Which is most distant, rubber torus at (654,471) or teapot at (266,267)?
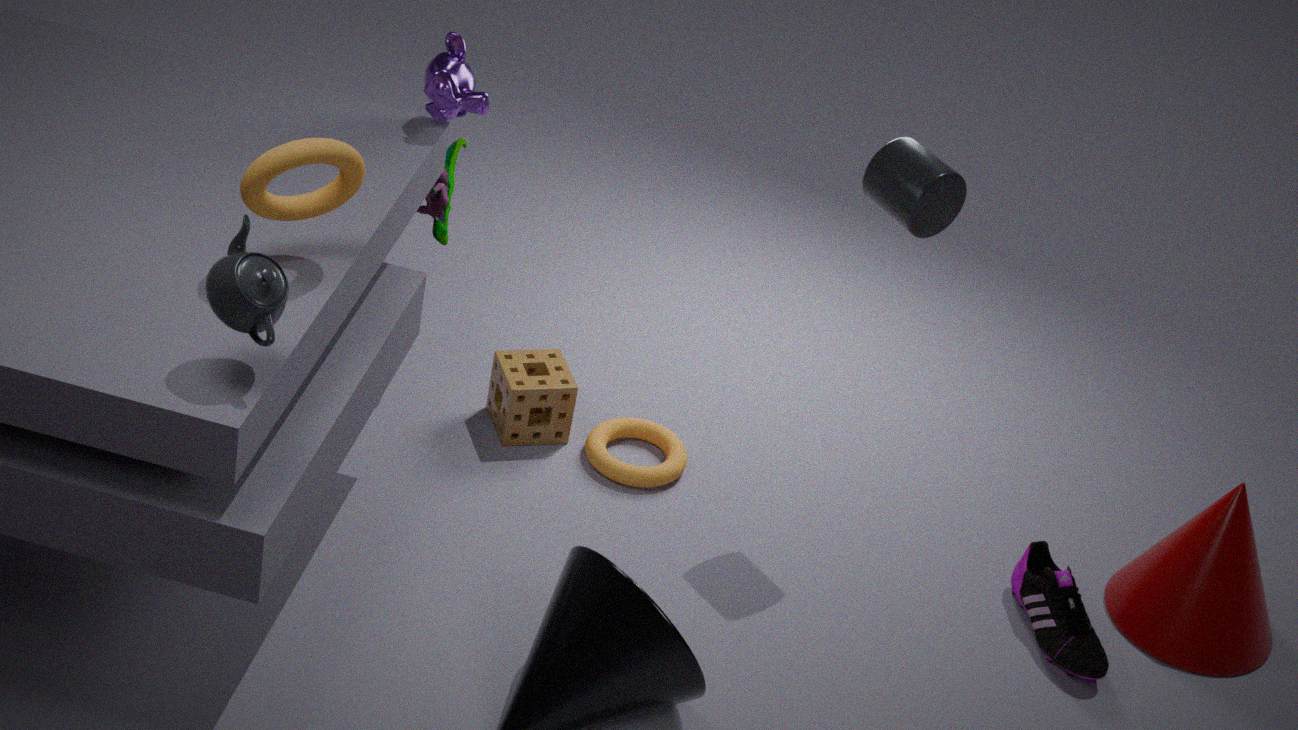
rubber torus at (654,471)
